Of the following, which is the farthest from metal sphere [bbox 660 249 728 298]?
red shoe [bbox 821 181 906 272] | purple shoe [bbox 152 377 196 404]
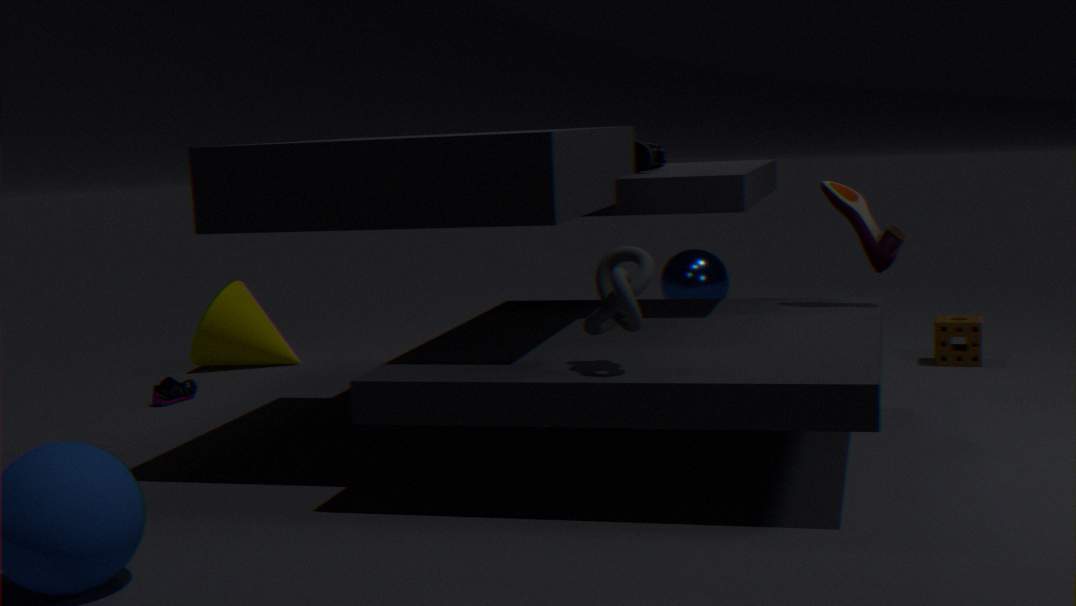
purple shoe [bbox 152 377 196 404]
